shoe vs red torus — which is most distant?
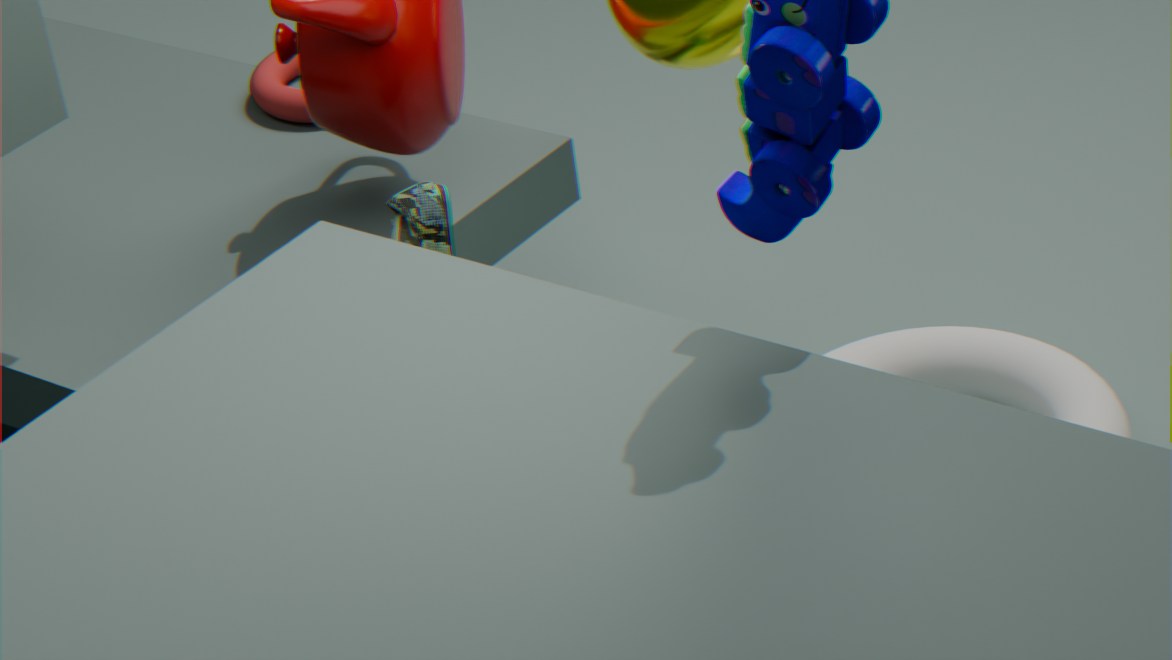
red torus
